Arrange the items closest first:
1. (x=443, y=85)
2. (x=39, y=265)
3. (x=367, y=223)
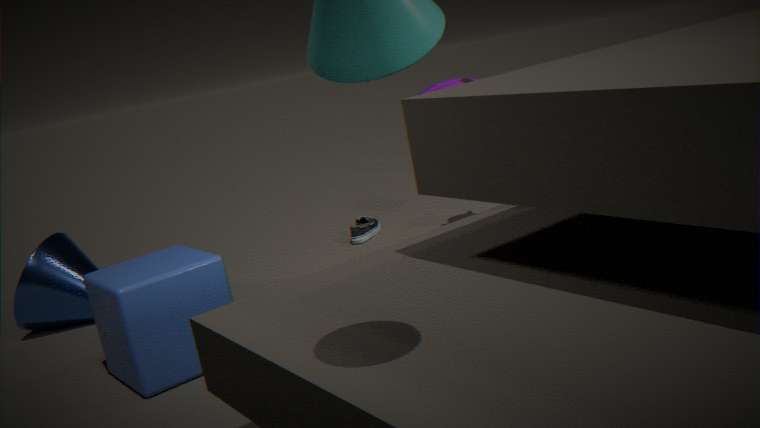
(x=443, y=85), (x=39, y=265), (x=367, y=223)
